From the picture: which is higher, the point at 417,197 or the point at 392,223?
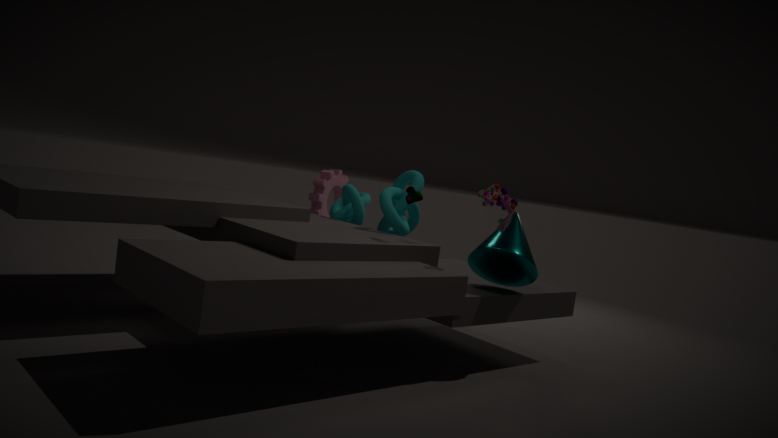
the point at 417,197
